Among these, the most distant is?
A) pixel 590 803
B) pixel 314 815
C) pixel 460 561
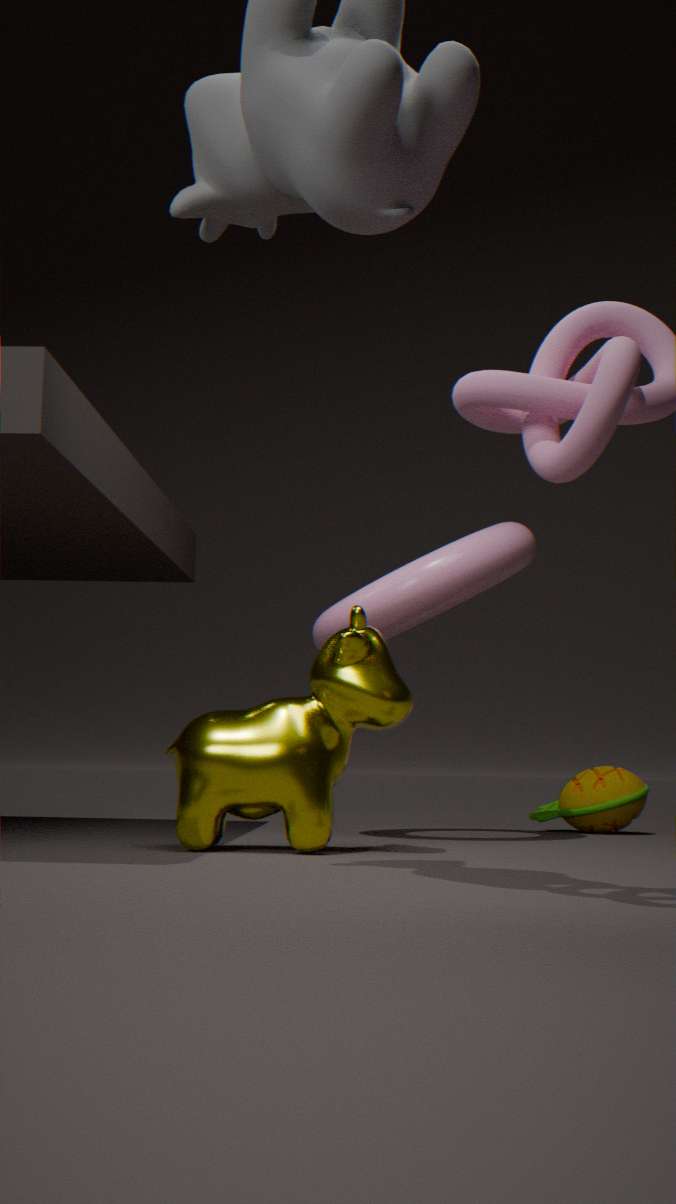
pixel 590 803
